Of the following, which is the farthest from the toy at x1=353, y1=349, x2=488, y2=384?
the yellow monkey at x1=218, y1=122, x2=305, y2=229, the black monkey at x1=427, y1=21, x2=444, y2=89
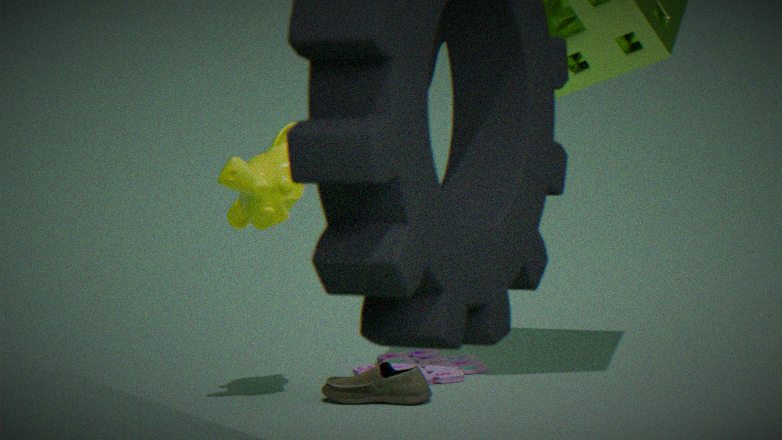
the black monkey at x1=427, y1=21, x2=444, y2=89
